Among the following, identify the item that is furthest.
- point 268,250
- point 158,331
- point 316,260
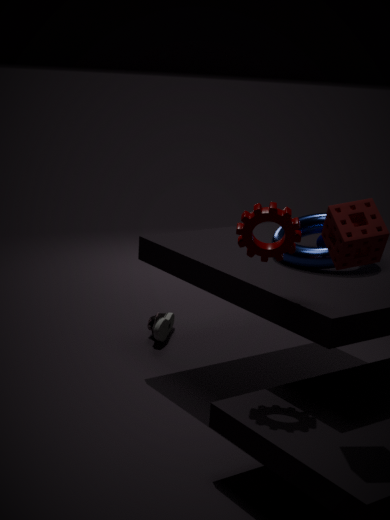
point 158,331
